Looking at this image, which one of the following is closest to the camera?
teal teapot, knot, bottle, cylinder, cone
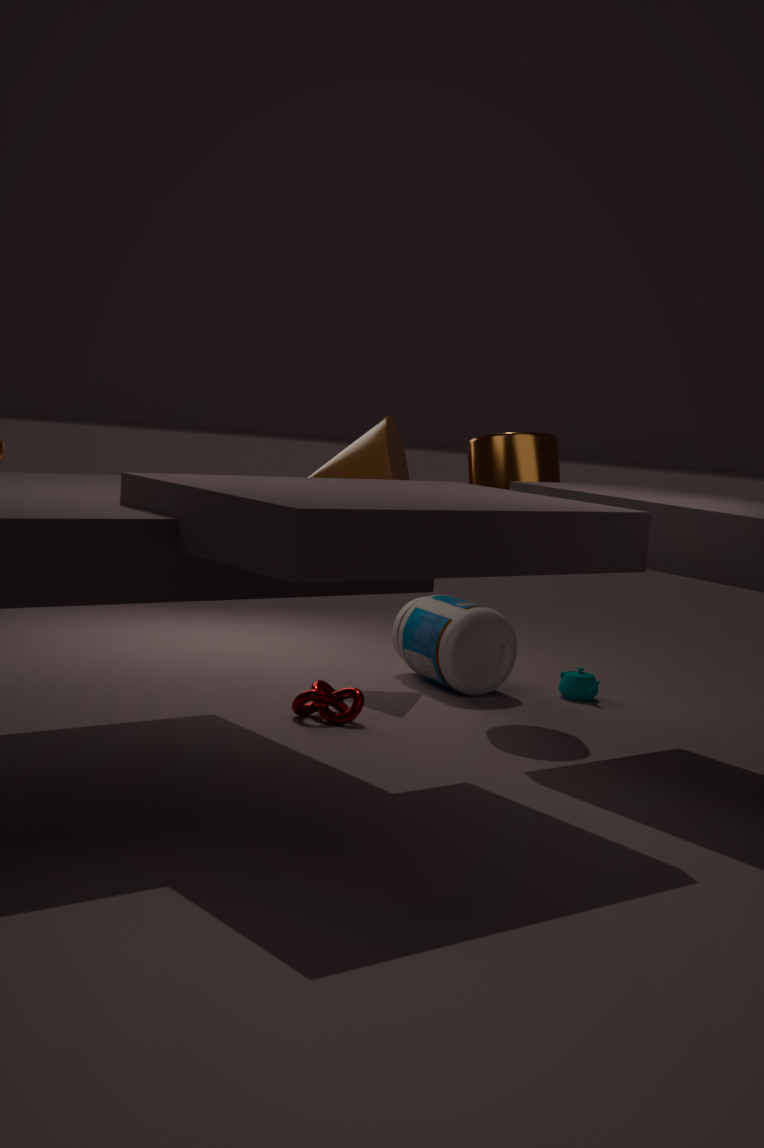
knot
